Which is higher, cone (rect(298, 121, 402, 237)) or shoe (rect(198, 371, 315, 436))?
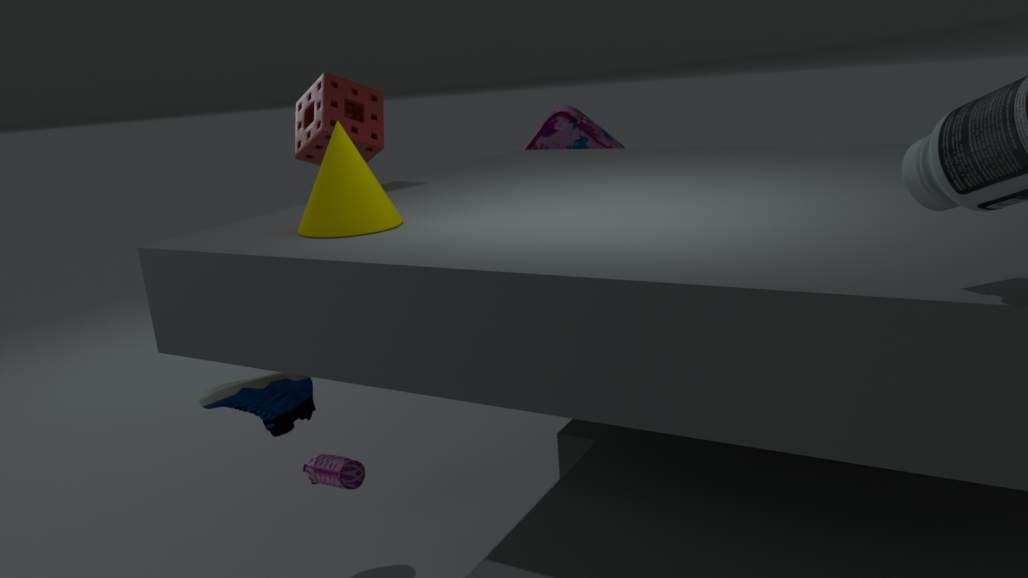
cone (rect(298, 121, 402, 237))
